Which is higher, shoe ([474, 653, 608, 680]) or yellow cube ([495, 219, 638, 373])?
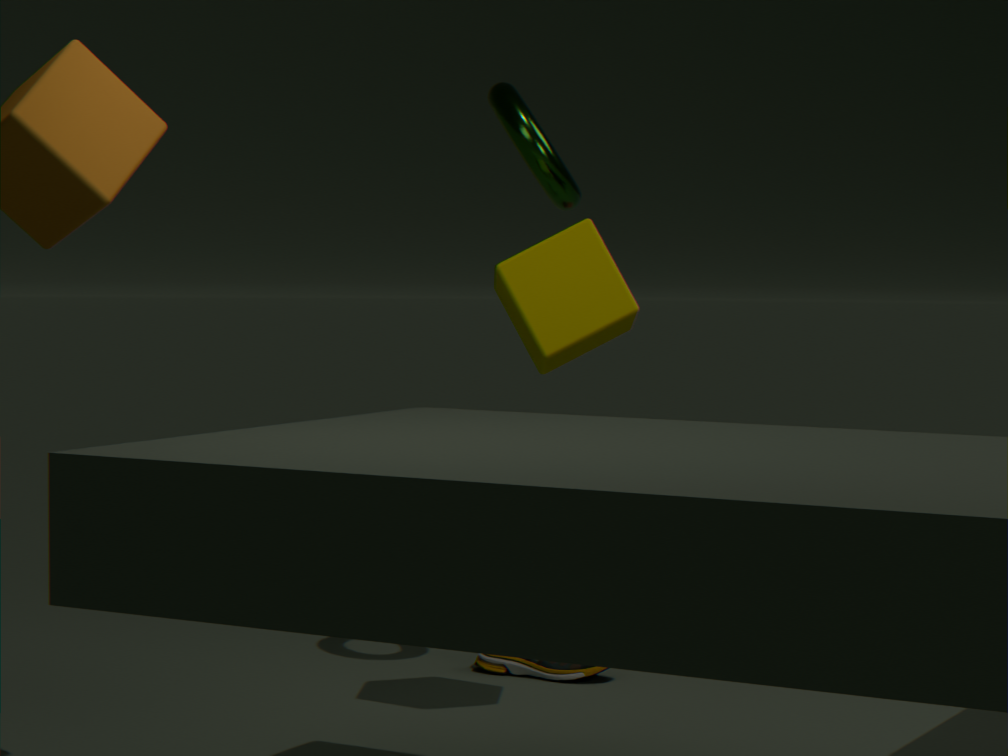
yellow cube ([495, 219, 638, 373])
